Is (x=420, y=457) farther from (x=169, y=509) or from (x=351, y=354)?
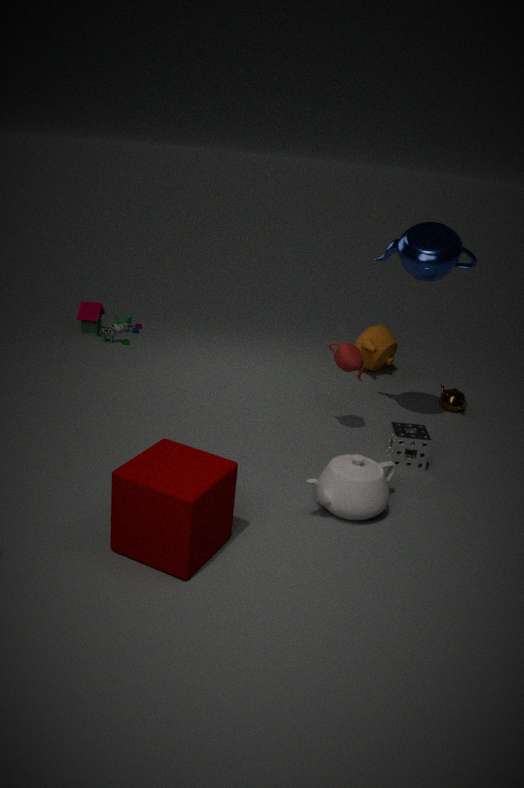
(x=169, y=509)
